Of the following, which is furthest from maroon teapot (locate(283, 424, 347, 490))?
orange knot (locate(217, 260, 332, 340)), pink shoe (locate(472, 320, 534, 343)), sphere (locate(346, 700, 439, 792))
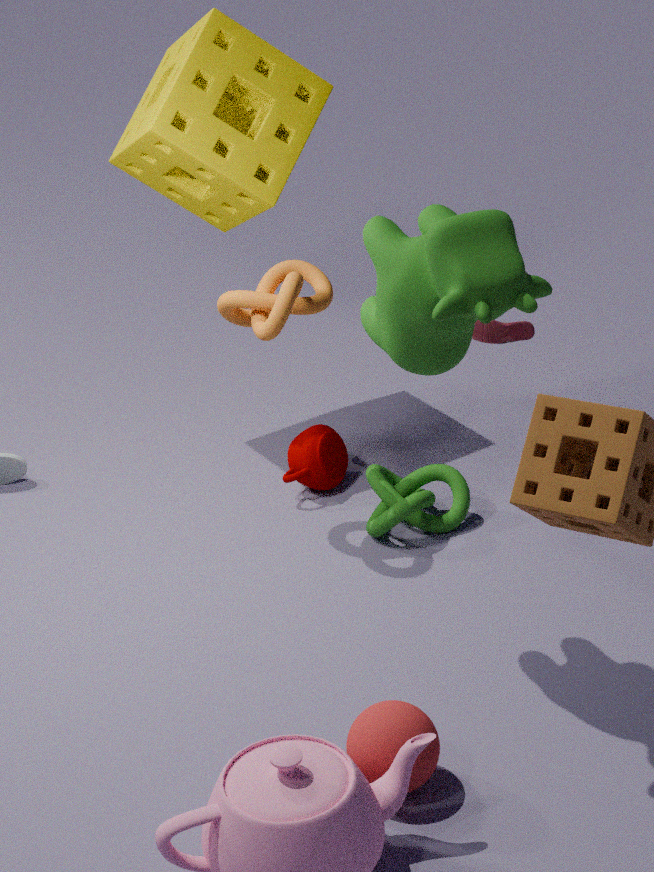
sphere (locate(346, 700, 439, 792))
